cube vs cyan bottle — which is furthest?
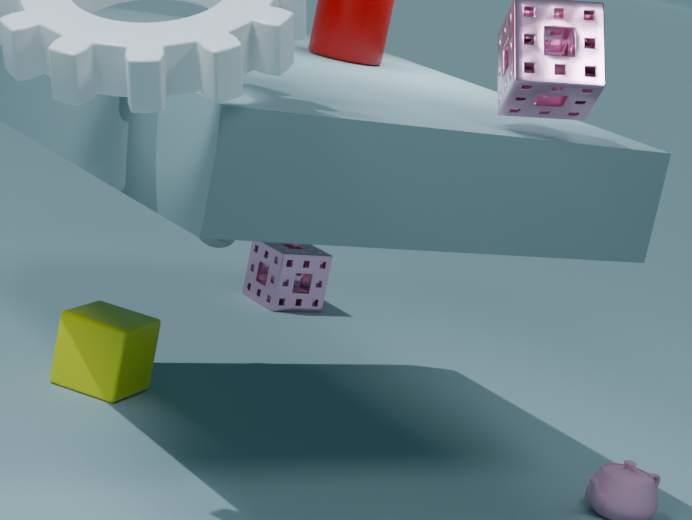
cyan bottle
